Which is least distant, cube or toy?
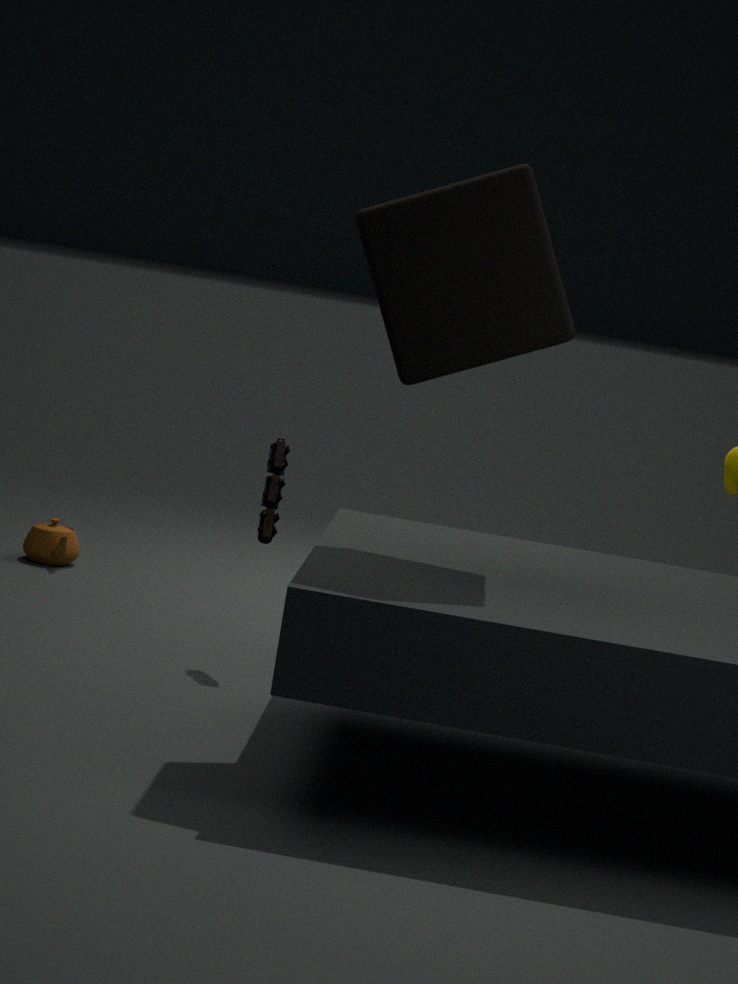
cube
